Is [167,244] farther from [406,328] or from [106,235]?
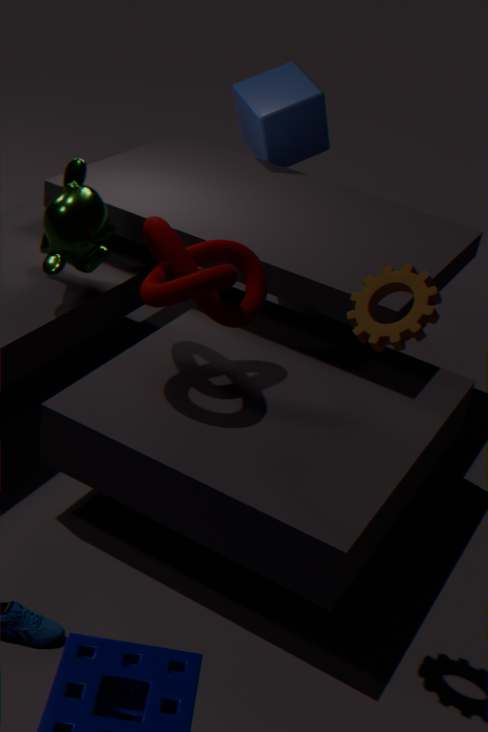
[406,328]
